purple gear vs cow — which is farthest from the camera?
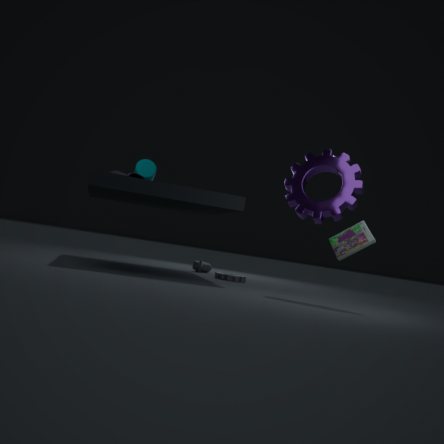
cow
